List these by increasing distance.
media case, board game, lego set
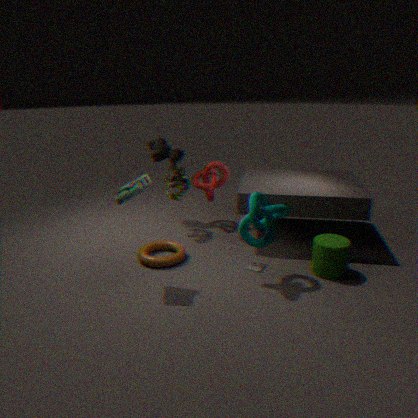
board game < media case < lego set
